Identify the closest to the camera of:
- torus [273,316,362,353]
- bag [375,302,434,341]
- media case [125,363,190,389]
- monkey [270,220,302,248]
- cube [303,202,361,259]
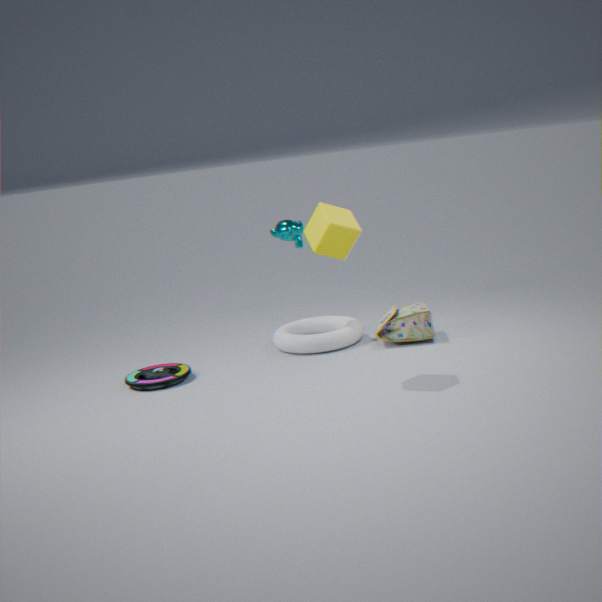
cube [303,202,361,259]
